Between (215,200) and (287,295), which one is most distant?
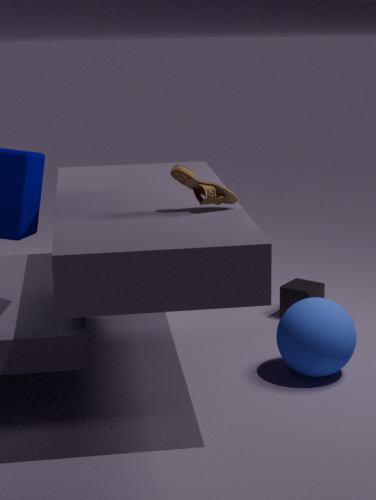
(287,295)
